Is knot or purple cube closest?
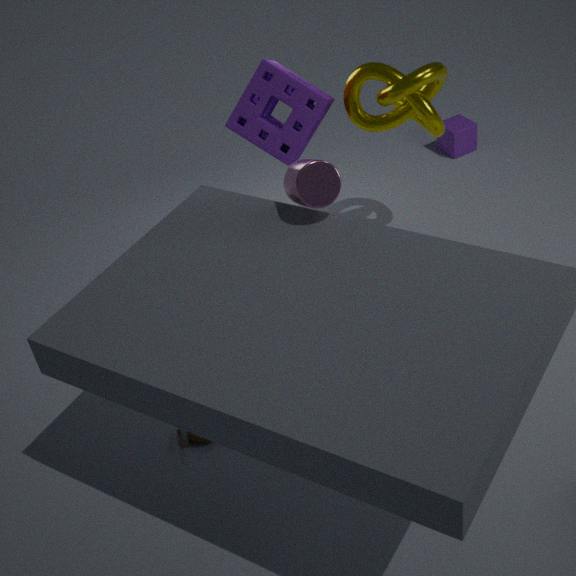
knot
